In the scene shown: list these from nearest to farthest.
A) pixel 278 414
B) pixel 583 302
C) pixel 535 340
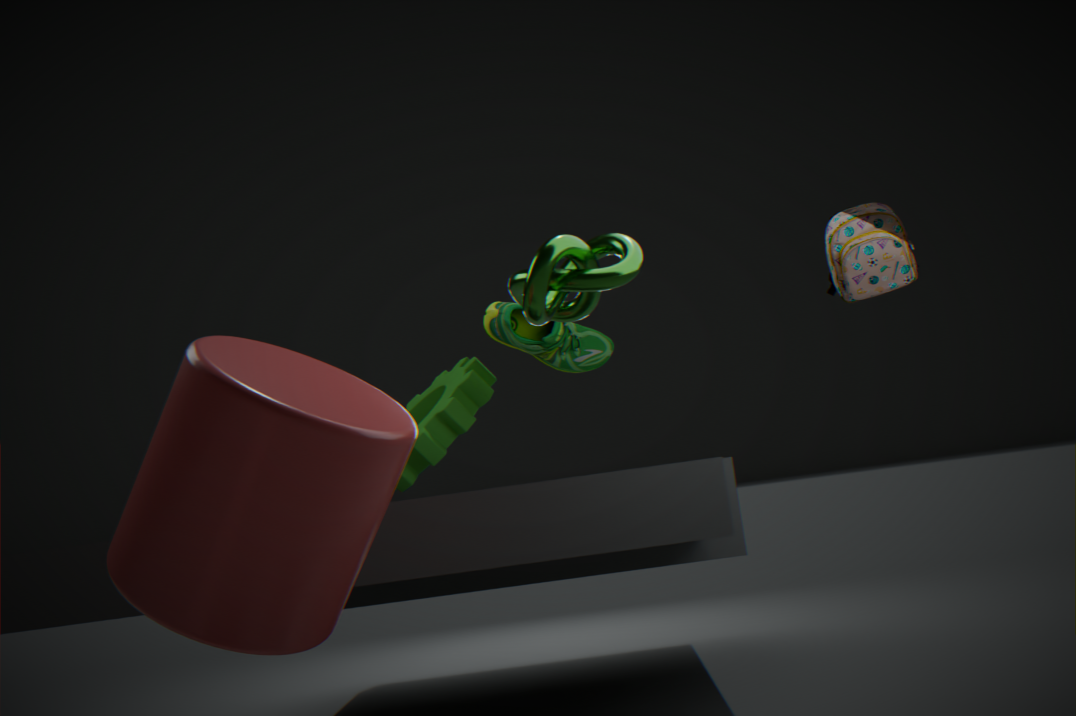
pixel 278 414 < pixel 583 302 < pixel 535 340
